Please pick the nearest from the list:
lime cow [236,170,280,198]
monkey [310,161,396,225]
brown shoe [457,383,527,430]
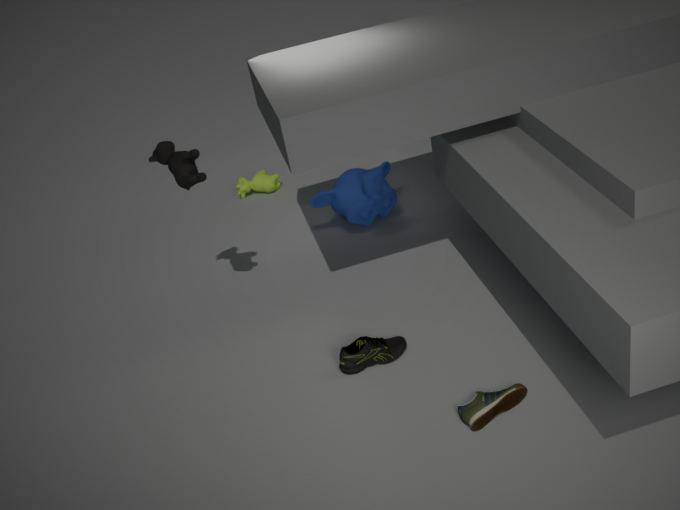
brown shoe [457,383,527,430]
